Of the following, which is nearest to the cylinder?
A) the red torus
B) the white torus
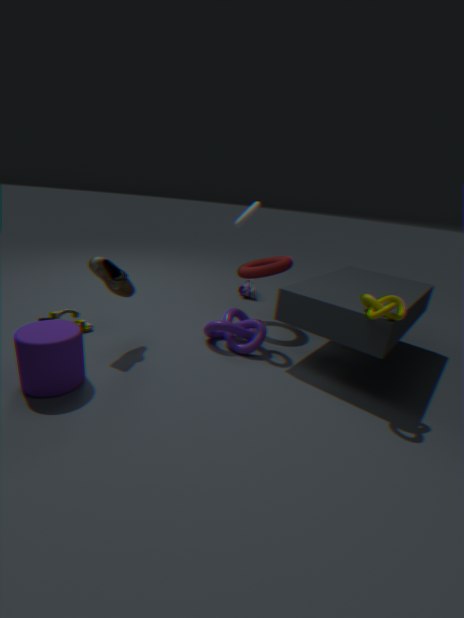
the white torus
